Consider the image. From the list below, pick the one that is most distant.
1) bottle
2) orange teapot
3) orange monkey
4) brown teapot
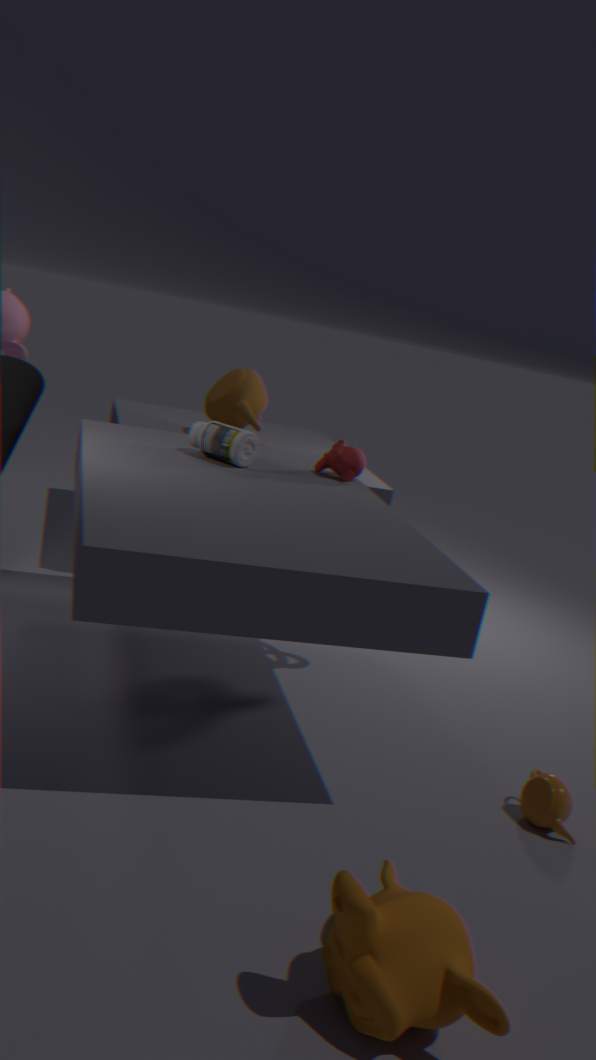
4. brown teapot
